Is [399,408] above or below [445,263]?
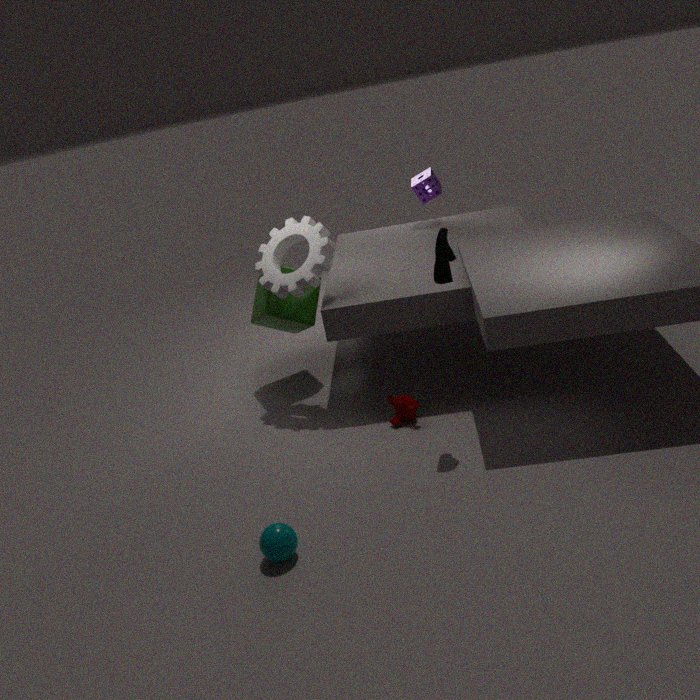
below
